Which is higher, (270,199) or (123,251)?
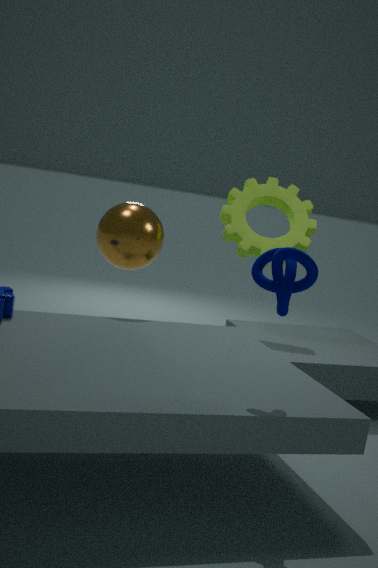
(270,199)
